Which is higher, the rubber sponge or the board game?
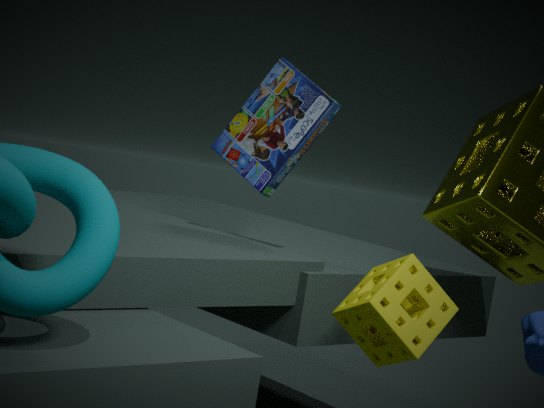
the board game
